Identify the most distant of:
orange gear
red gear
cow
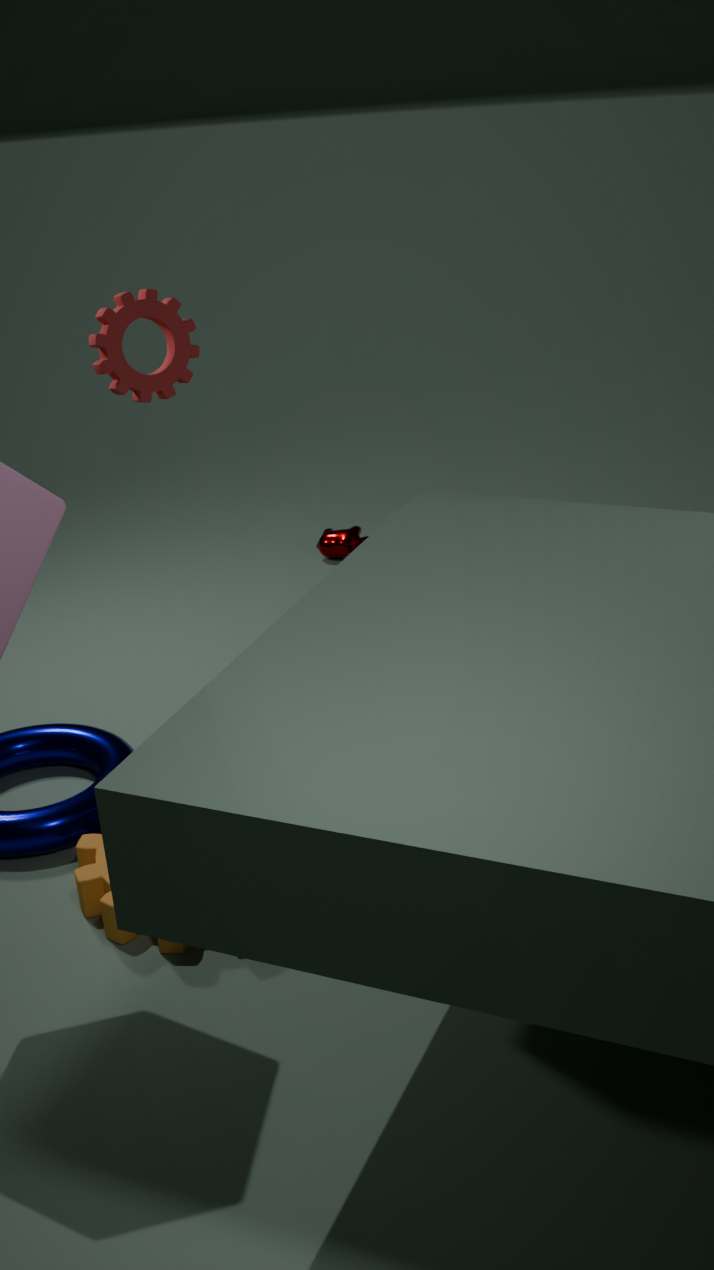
cow
